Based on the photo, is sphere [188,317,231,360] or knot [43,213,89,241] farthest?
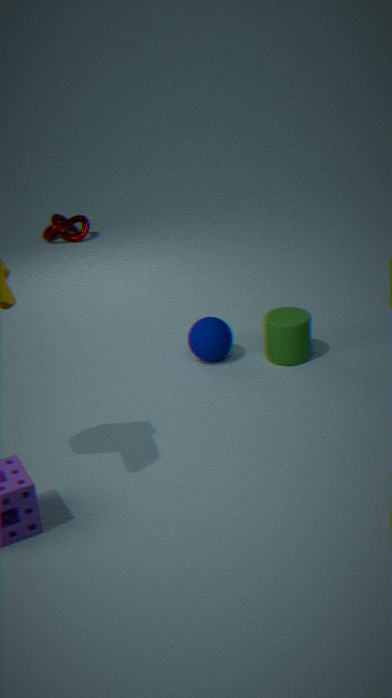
knot [43,213,89,241]
